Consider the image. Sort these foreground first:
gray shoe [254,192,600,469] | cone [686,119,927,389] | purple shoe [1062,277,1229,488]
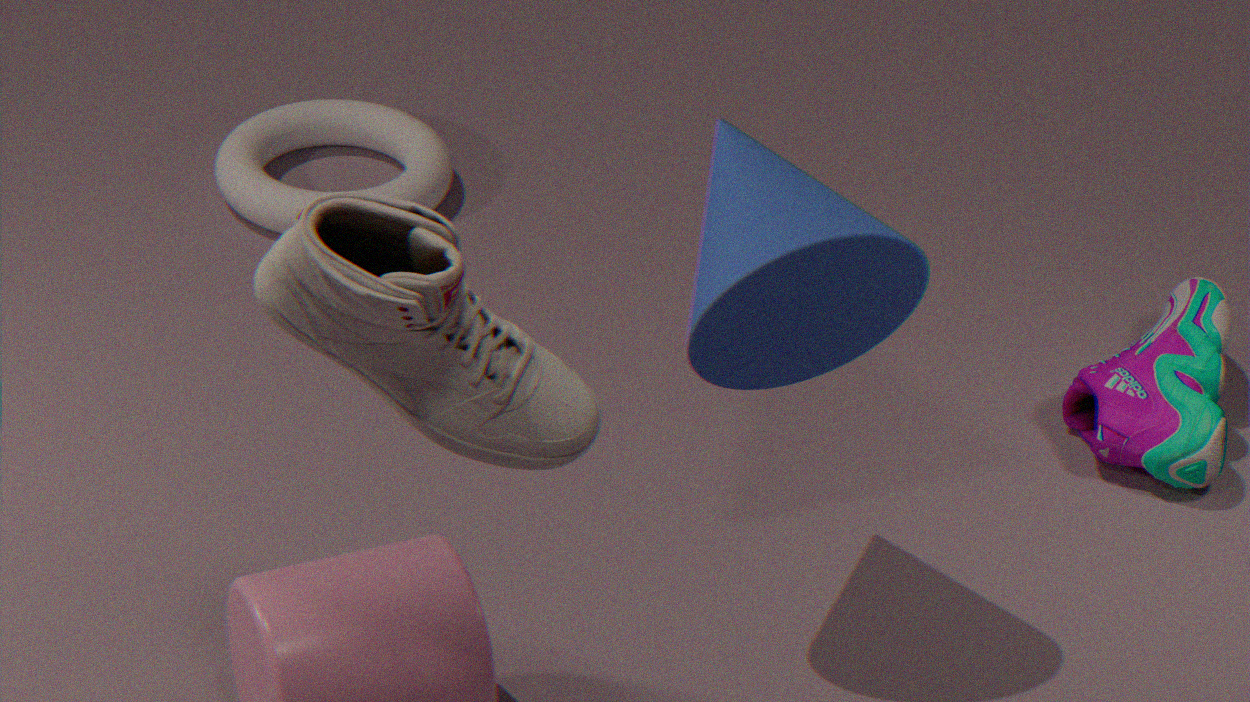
gray shoe [254,192,600,469] < cone [686,119,927,389] < purple shoe [1062,277,1229,488]
